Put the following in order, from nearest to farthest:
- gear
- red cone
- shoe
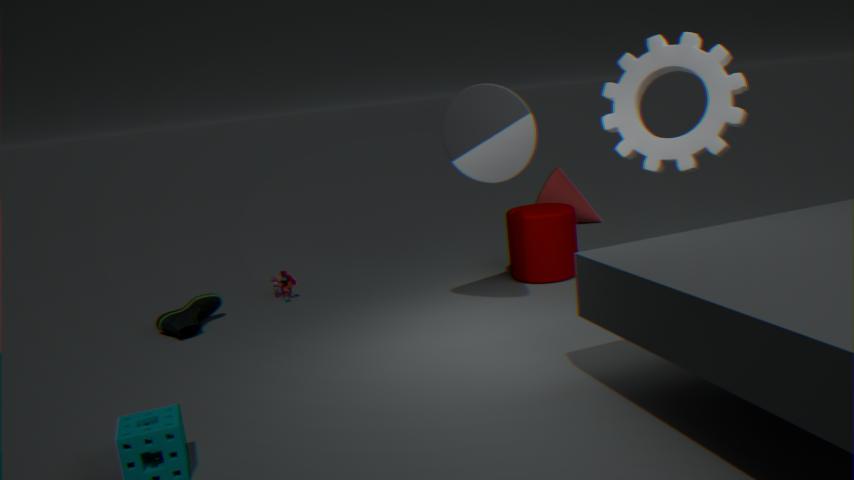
gear → shoe → red cone
